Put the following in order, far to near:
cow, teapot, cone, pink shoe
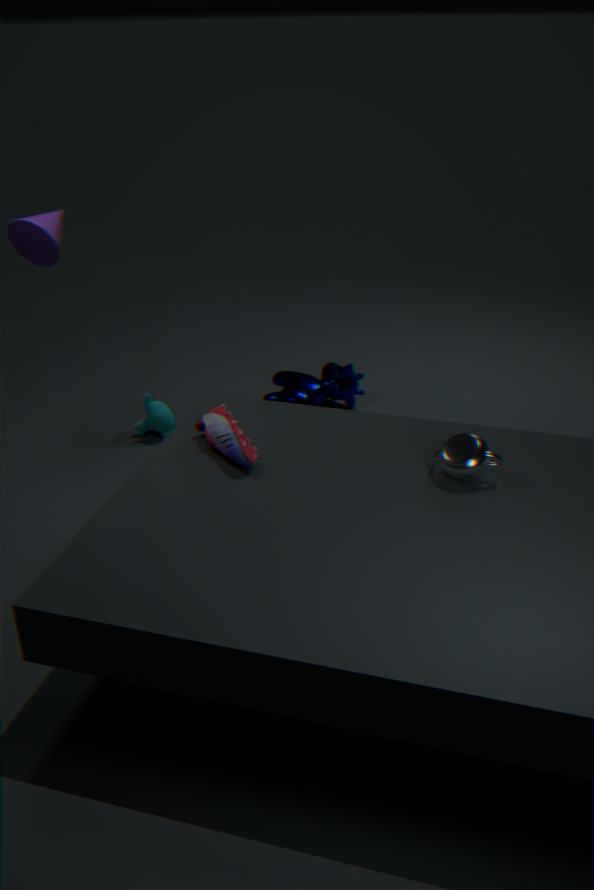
1. cow
2. cone
3. pink shoe
4. teapot
